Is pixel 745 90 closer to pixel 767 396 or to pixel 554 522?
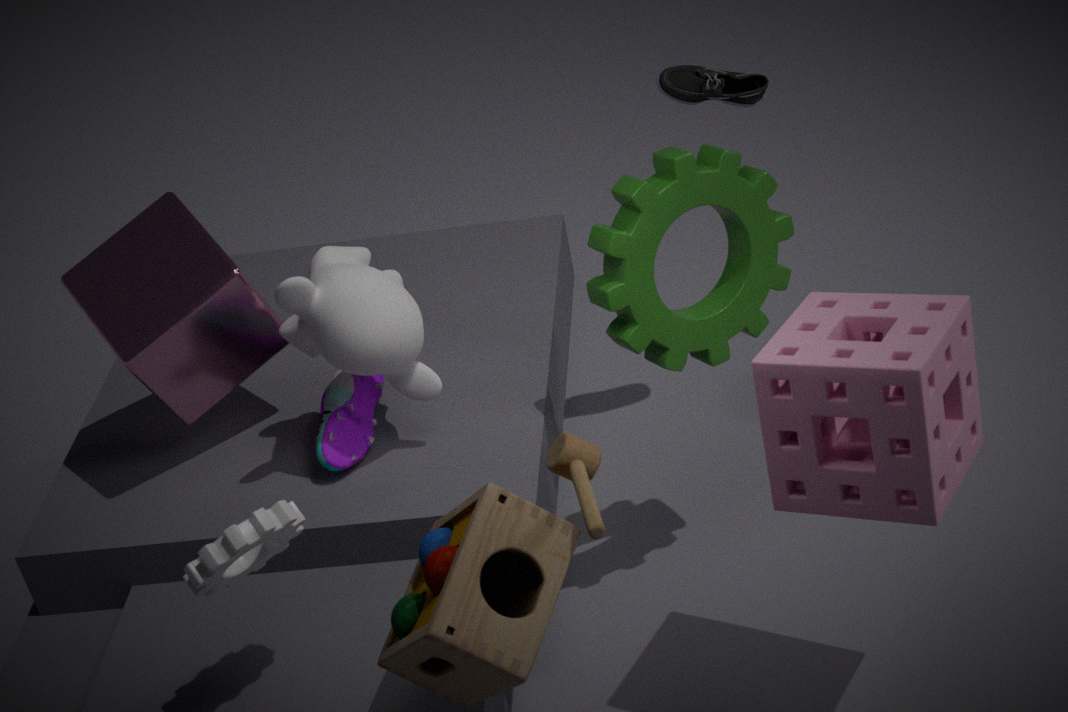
pixel 767 396
